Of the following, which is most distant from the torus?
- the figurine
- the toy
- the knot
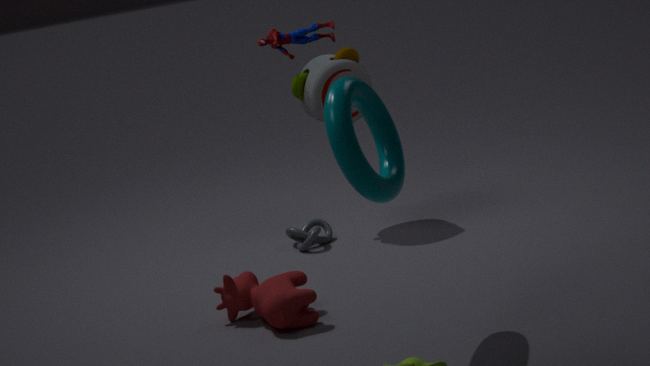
the figurine
